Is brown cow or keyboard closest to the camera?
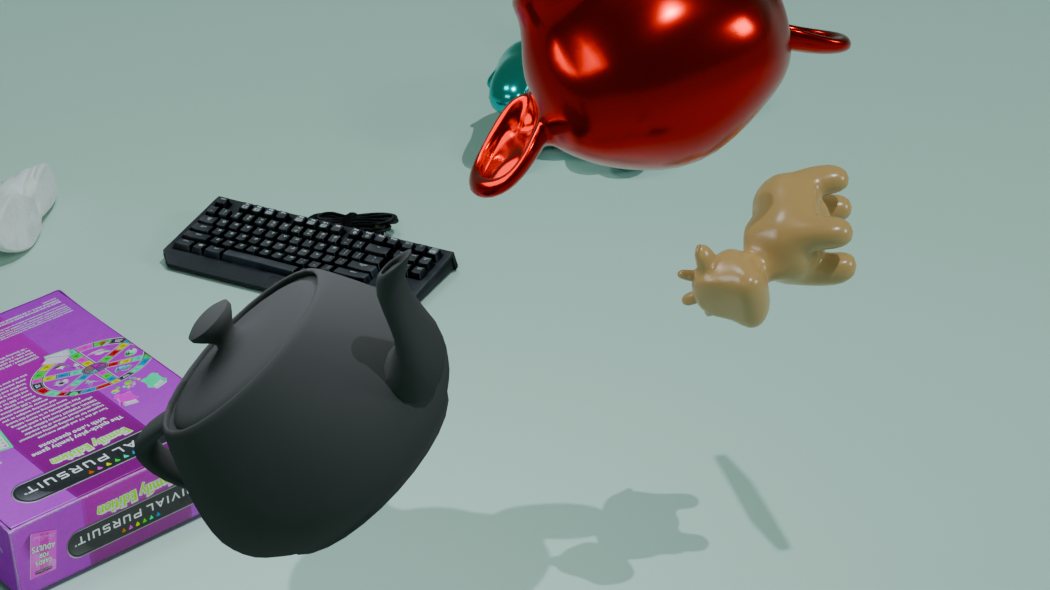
brown cow
